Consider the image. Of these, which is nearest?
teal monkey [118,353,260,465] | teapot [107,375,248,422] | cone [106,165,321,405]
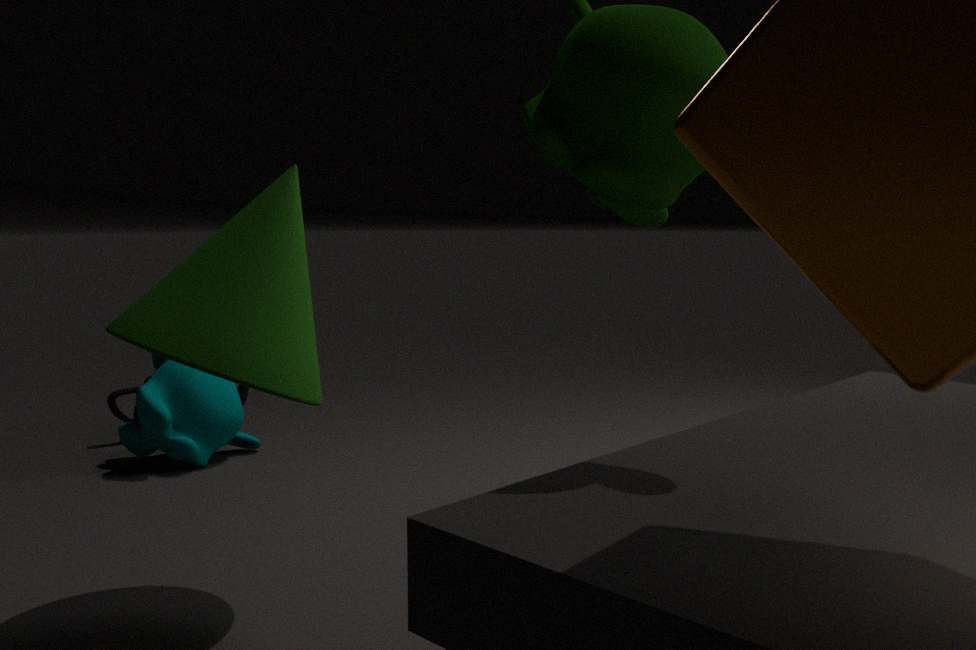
cone [106,165,321,405]
